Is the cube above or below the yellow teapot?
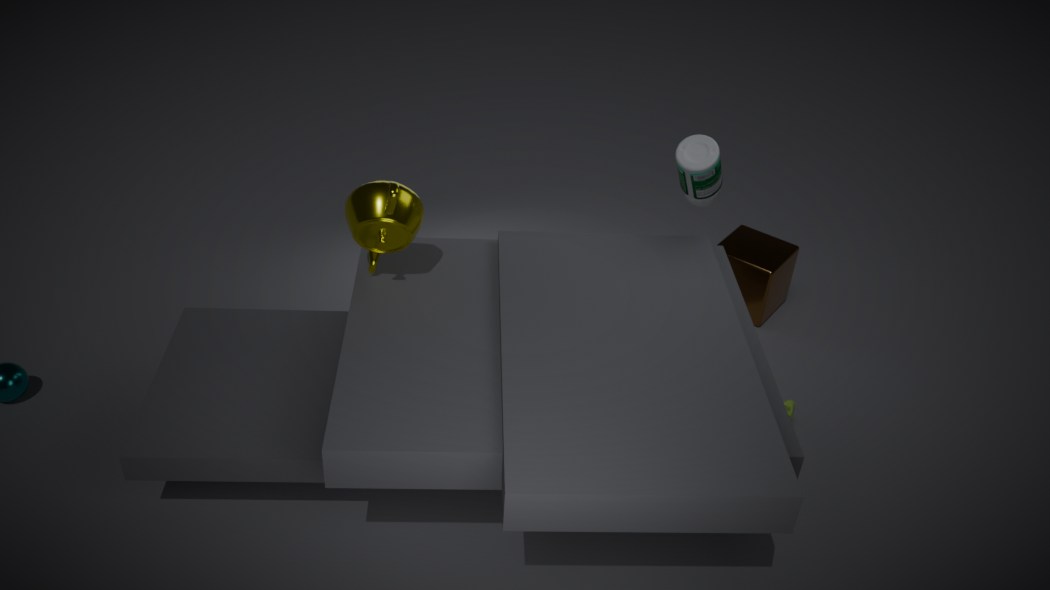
below
